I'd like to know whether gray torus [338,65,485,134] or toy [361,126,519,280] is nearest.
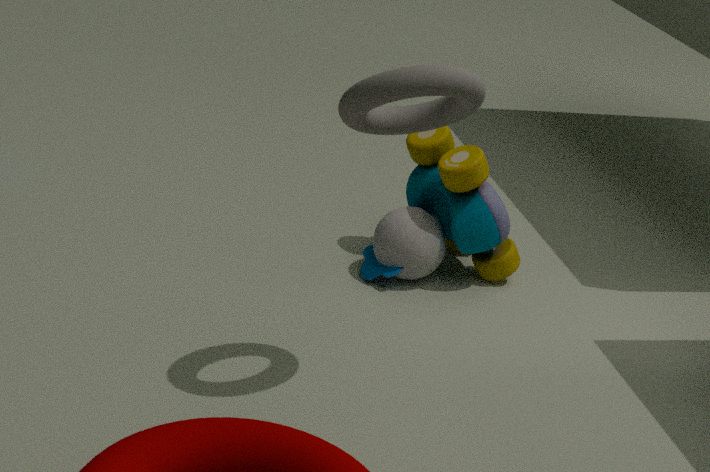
gray torus [338,65,485,134]
